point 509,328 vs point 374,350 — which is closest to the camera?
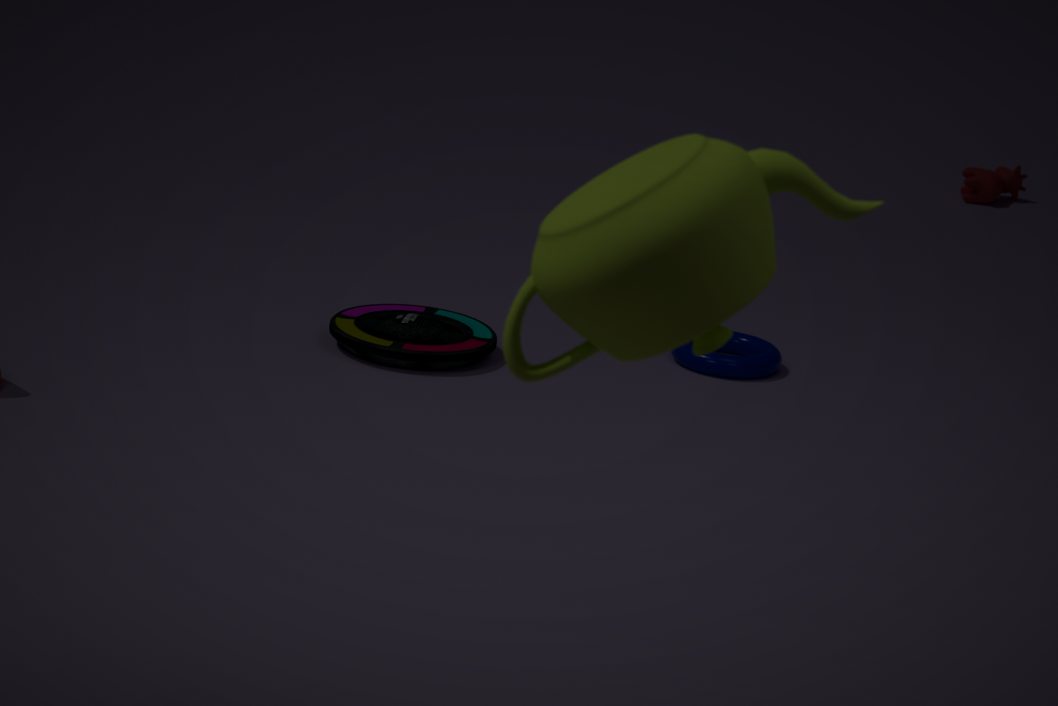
point 509,328
